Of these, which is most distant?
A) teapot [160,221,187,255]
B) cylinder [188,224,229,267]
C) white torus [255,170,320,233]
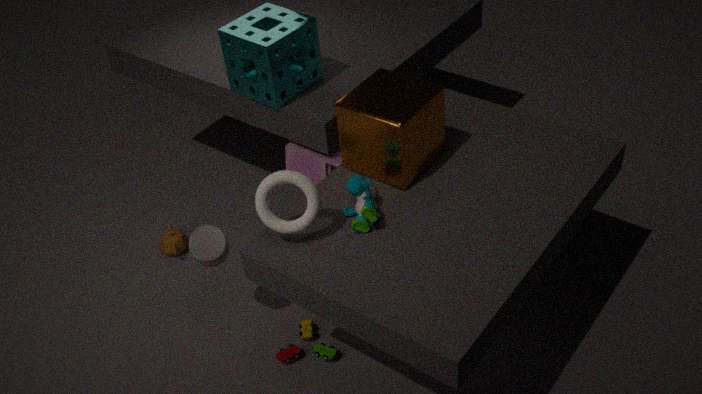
teapot [160,221,187,255]
